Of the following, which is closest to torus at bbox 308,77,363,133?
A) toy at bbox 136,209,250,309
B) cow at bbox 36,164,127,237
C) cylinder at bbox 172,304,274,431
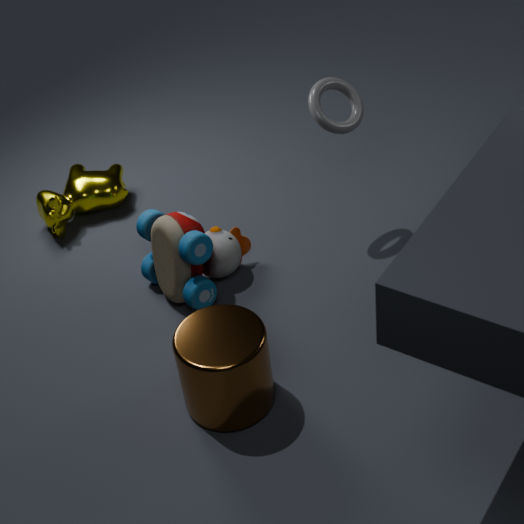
toy at bbox 136,209,250,309
